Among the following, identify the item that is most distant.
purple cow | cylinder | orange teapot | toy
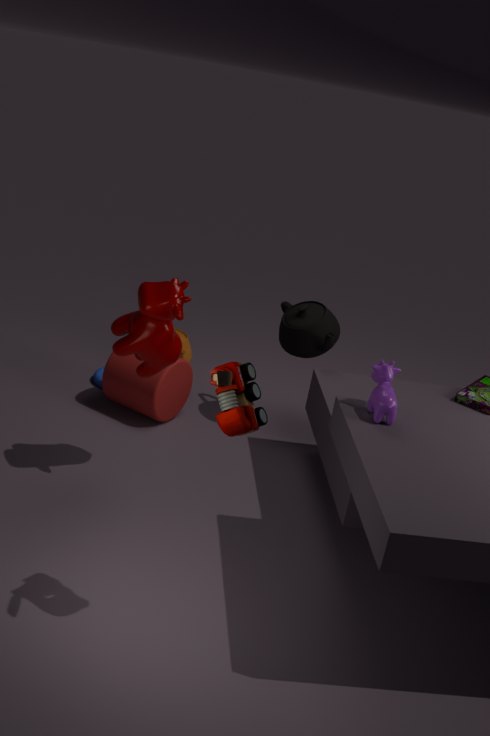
orange teapot
